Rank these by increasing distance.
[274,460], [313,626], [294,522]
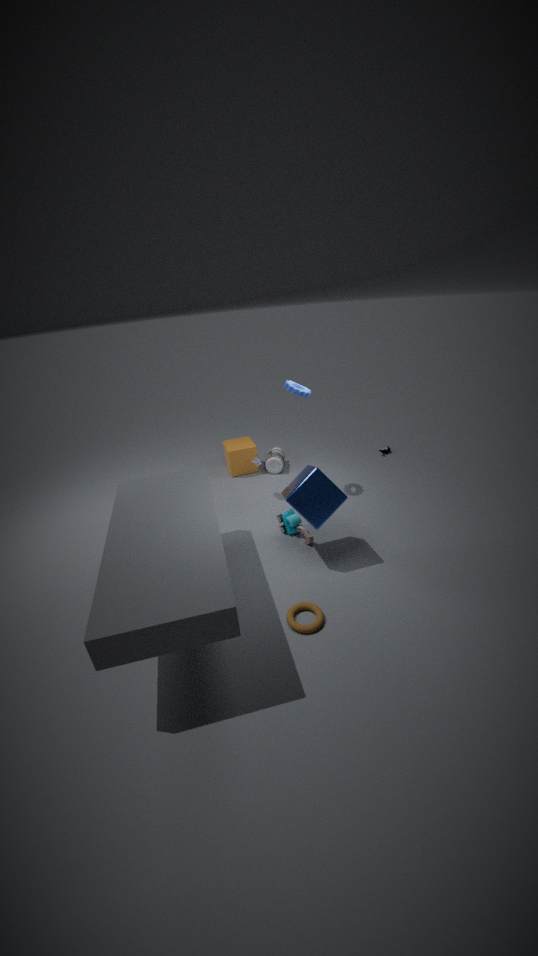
[313,626]
[294,522]
[274,460]
